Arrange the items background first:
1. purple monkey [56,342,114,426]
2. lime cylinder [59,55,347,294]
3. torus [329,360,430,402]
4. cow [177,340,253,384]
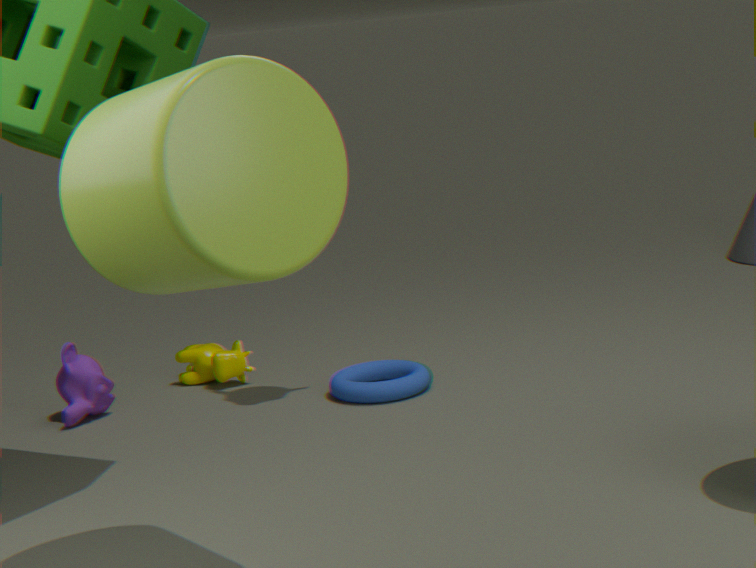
cow [177,340,253,384] < purple monkey [56,342,114,426] < torus [329,360,430,402] < lime cylinder [59,55,347,294]
